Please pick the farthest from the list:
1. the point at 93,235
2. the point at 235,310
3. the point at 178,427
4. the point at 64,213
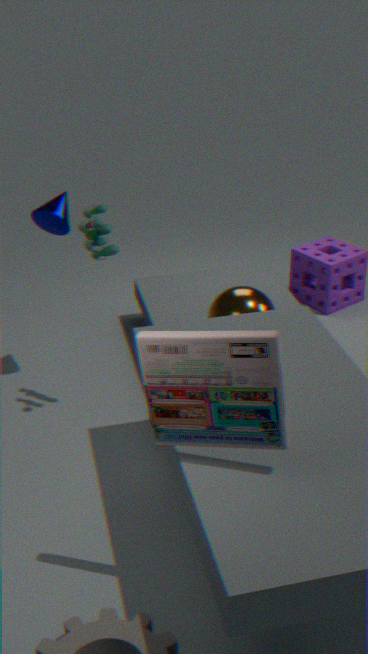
the point at 64,213
